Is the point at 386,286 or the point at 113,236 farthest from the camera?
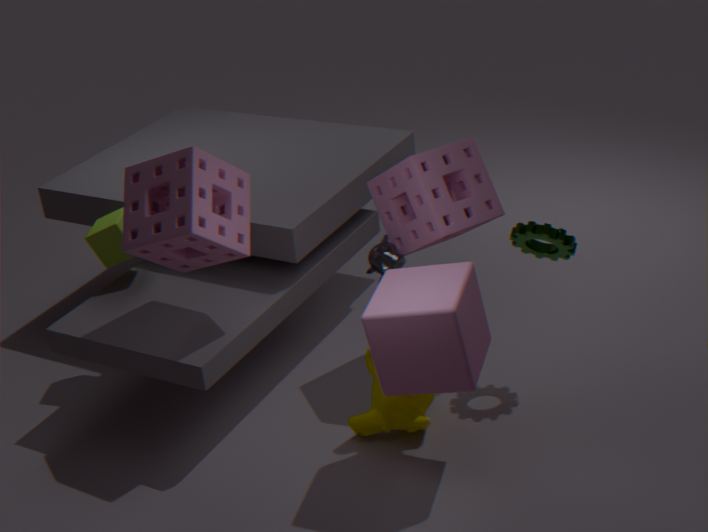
the point at 113,236
